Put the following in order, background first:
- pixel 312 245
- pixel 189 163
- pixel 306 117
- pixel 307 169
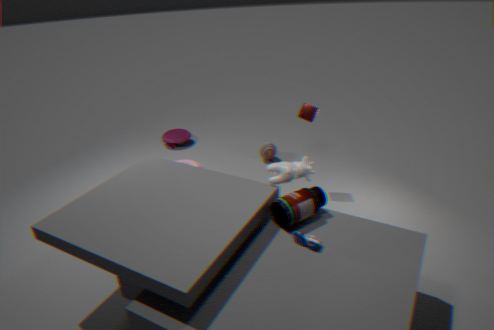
pixel 189 163 < pixel 306 117 < pixel 307 169 < pixel 312 245
